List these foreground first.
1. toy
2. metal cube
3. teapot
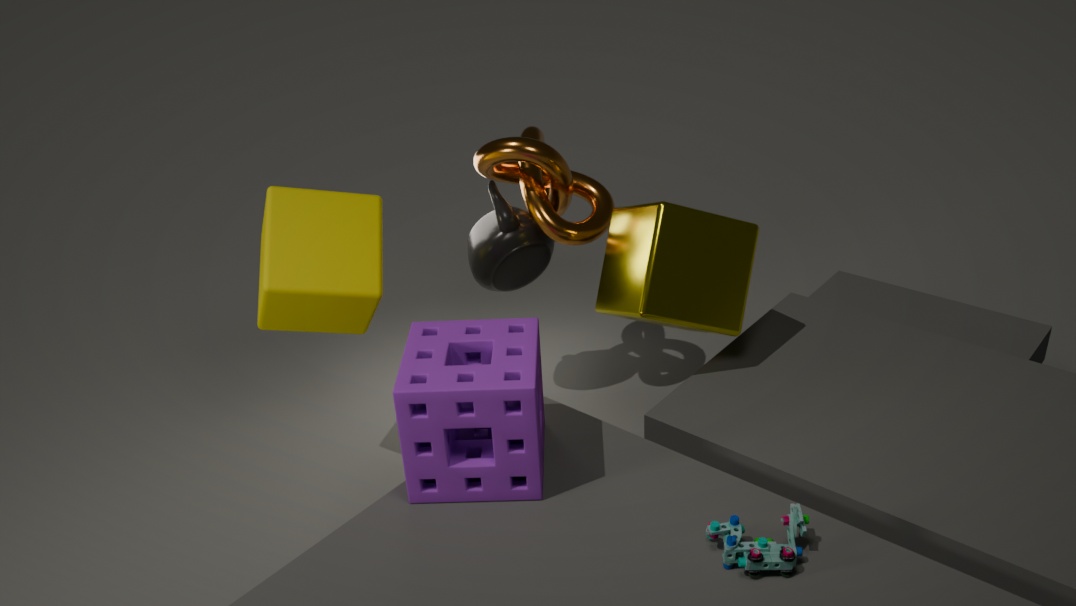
toy, metal cube, teapot
